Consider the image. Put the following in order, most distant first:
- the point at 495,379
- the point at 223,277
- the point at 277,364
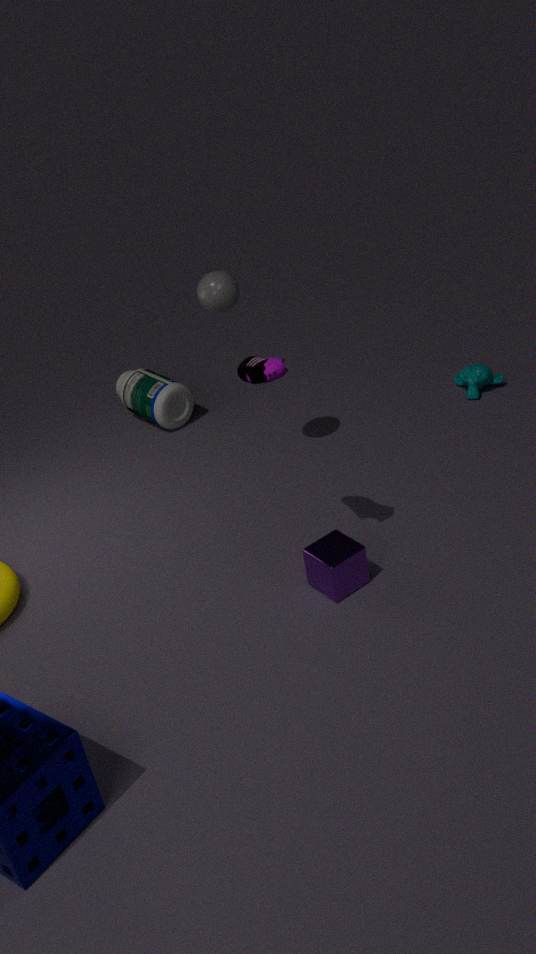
the point at 495,379 → the point at 223,277 → the point at 277,364
